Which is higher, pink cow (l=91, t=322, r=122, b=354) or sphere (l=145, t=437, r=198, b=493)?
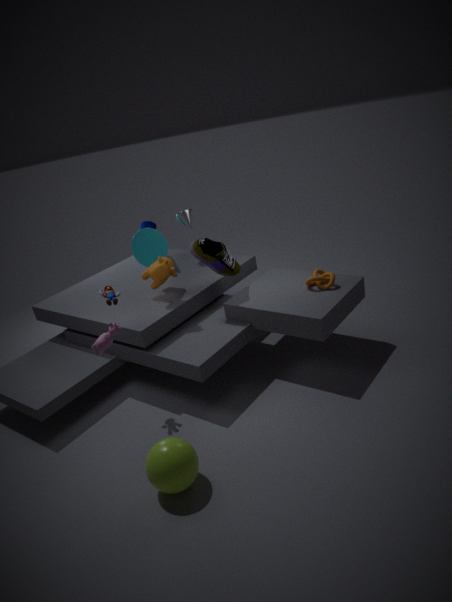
pink cow (l=91, t=322, r=122, b=354)
